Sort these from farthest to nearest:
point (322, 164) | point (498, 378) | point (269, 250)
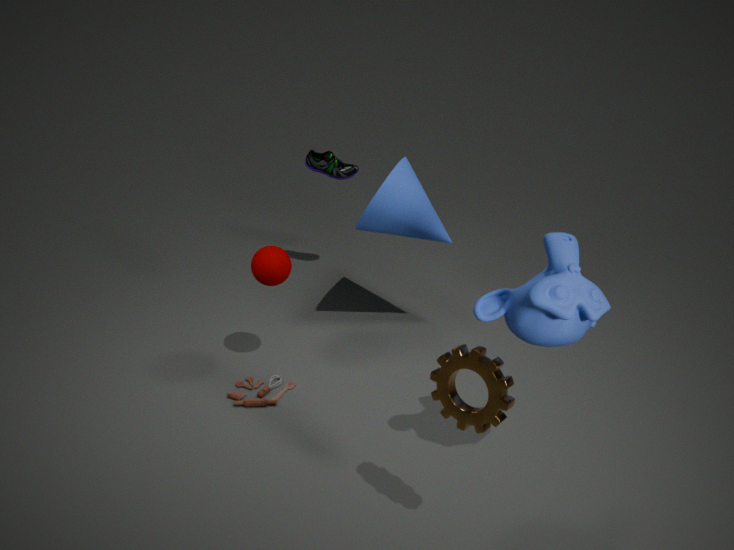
1. point (322, 164)
2. point (269, 250)
3. point (498, 378)
